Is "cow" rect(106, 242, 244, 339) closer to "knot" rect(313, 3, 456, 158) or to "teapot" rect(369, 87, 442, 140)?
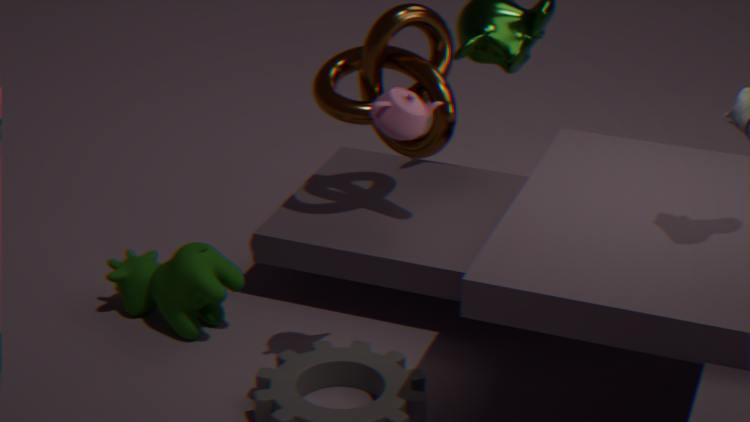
"knot" rect(313, 3, 456, 158)
